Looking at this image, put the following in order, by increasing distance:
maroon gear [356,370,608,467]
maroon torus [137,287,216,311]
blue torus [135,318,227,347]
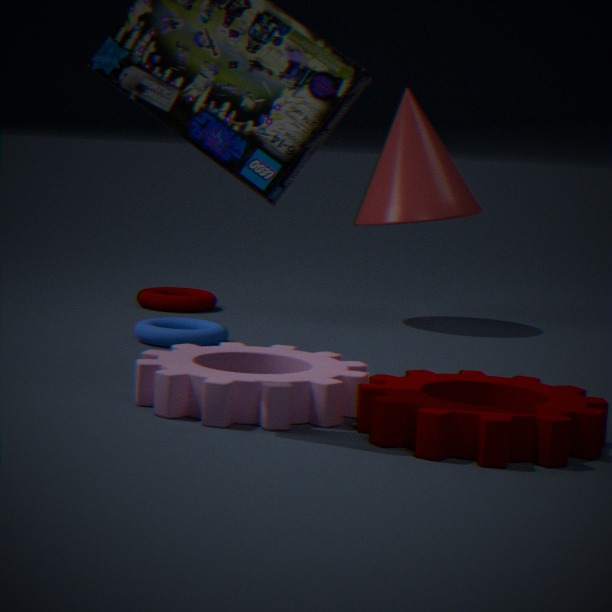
maroon gear [356,370,608,467] < blue torus [135,318,227,347] < maroon torus [137,287,216,311]
